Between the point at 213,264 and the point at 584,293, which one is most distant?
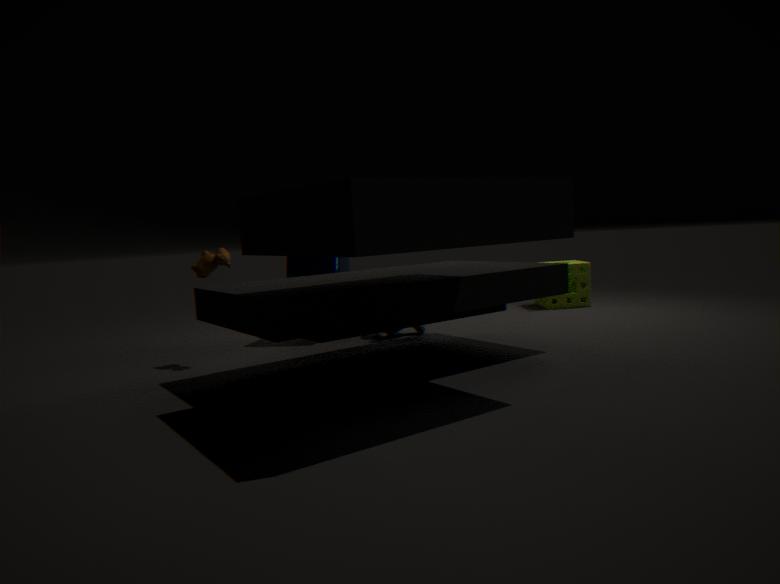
the point at 584,293
